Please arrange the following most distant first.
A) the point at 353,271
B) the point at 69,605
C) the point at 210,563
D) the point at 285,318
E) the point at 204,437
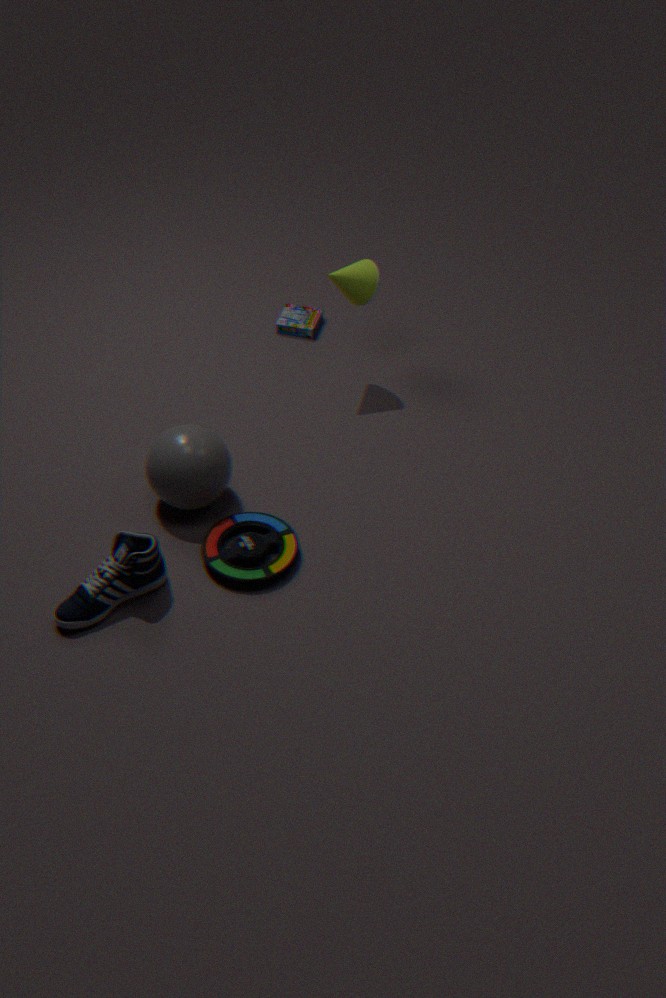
the point at 285,318
the point at 353,271
the point at 204,437
the point at 210,563
the point at 69,605
